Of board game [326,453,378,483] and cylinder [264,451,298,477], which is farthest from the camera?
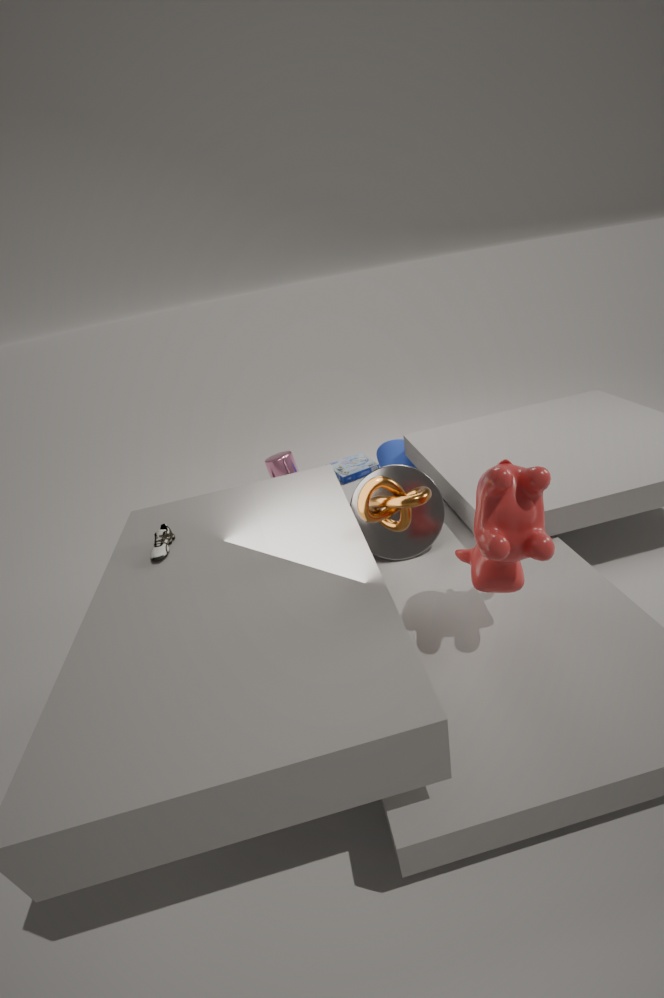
board game [326,453,378,483]
